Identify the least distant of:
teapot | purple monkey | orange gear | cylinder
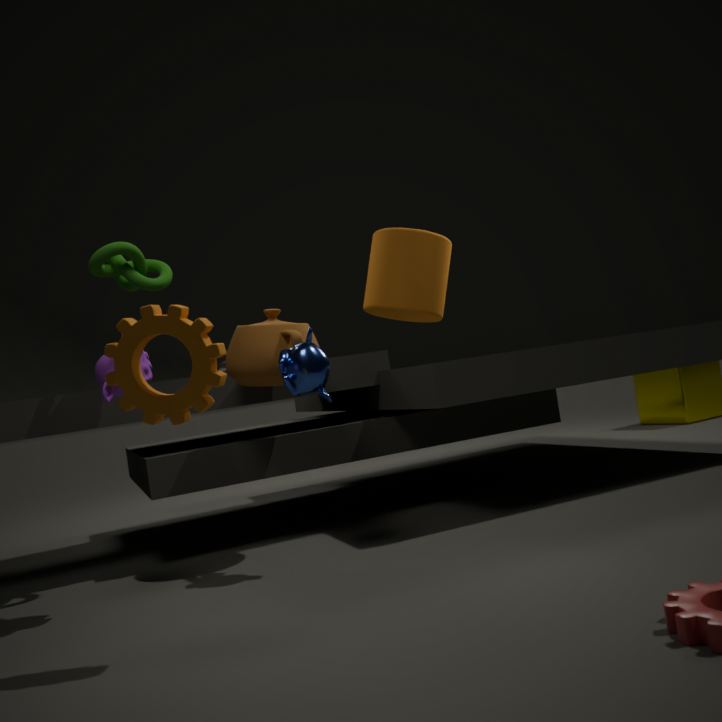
orange gear
